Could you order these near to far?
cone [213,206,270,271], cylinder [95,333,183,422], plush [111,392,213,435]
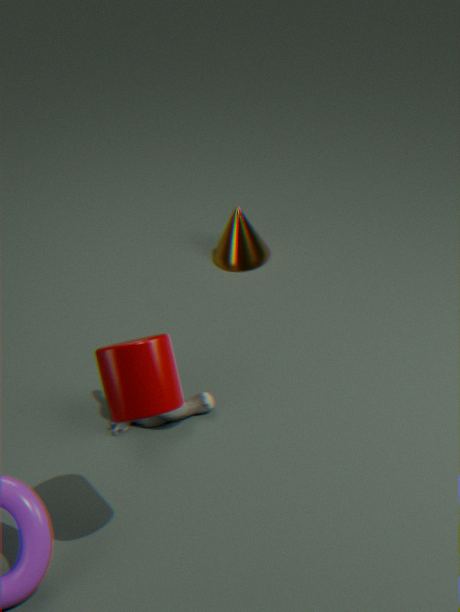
cylinder [95,333,183,422] < plush [111,392,213,435] < cone [213,206,270,271]
